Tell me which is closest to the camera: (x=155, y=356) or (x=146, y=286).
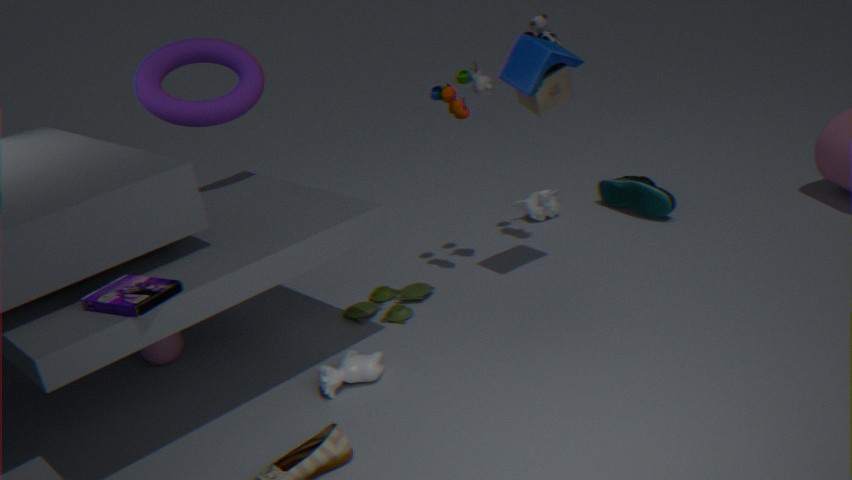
(x=146, y=286)
